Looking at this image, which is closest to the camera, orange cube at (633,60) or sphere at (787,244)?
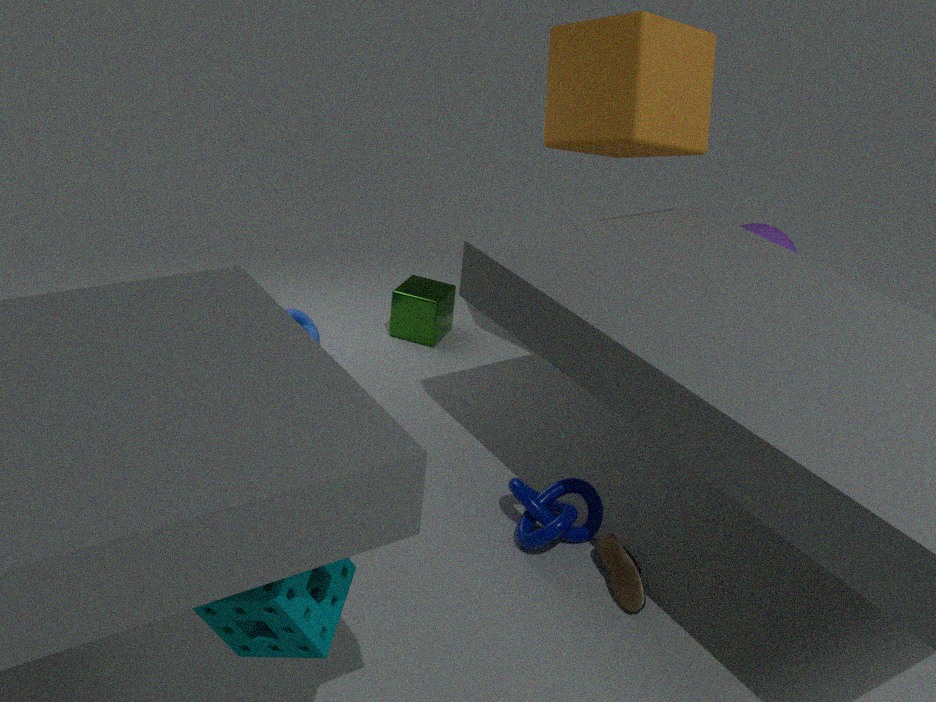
orange cube at (633,60)
